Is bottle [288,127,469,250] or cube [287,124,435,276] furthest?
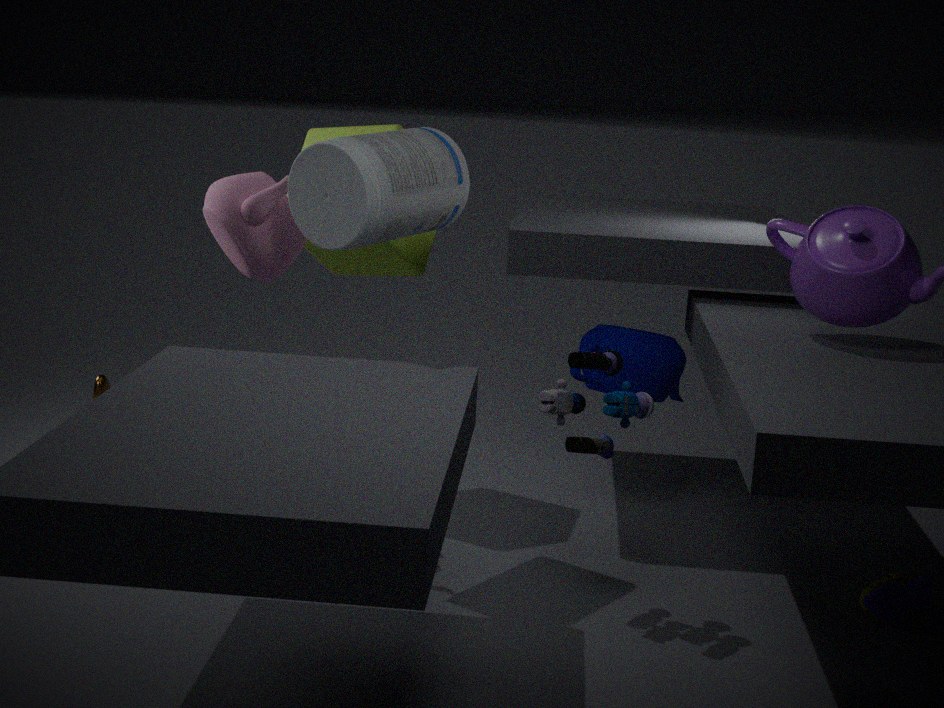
cube [287,124,435,276]
